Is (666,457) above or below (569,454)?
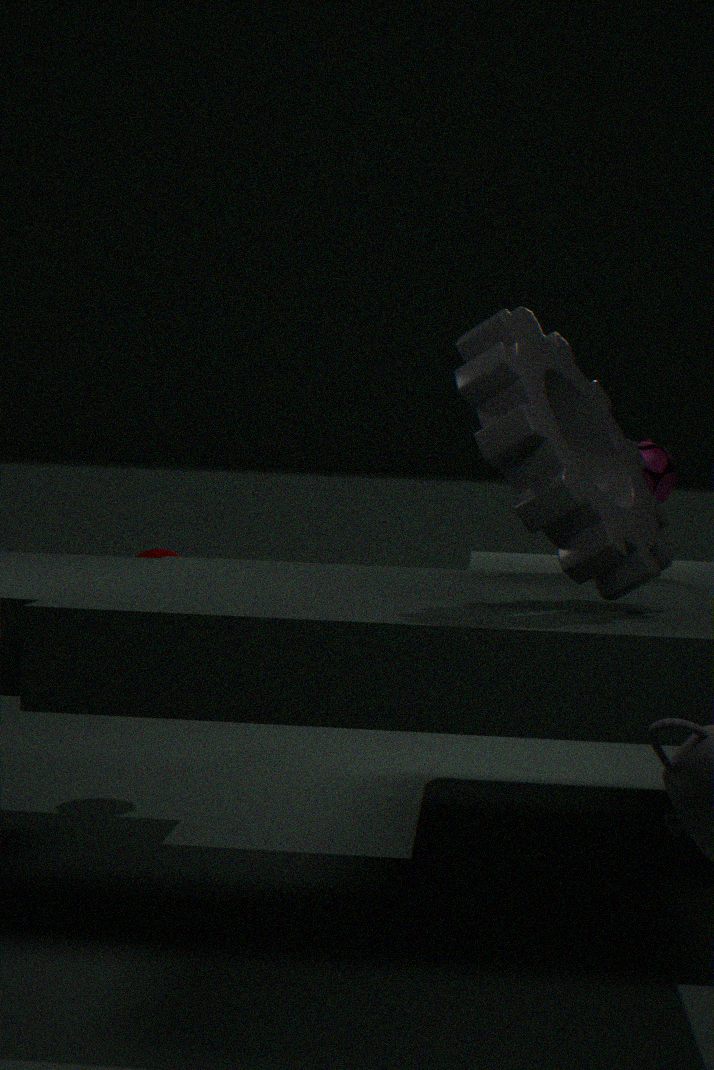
below
